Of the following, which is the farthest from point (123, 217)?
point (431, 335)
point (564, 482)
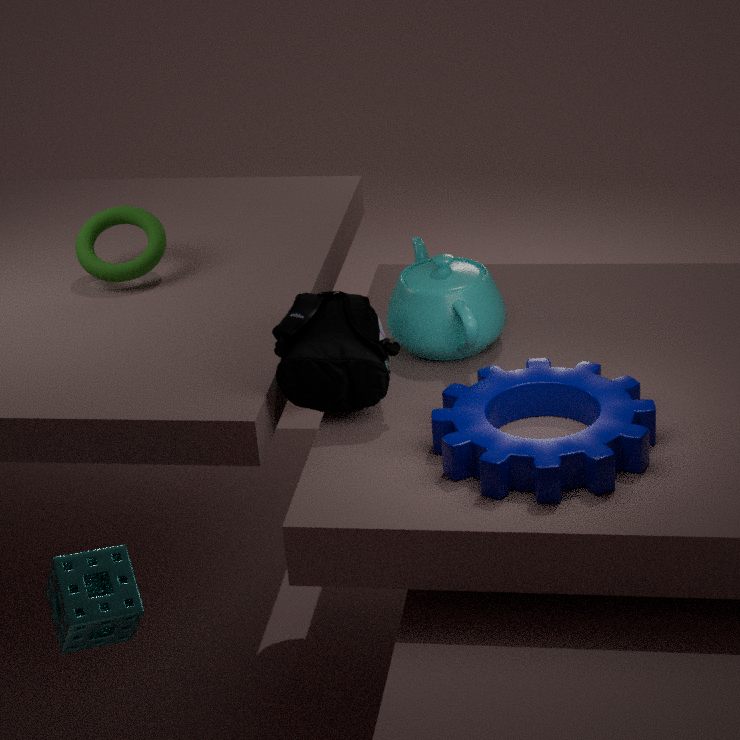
point (564, 482)
